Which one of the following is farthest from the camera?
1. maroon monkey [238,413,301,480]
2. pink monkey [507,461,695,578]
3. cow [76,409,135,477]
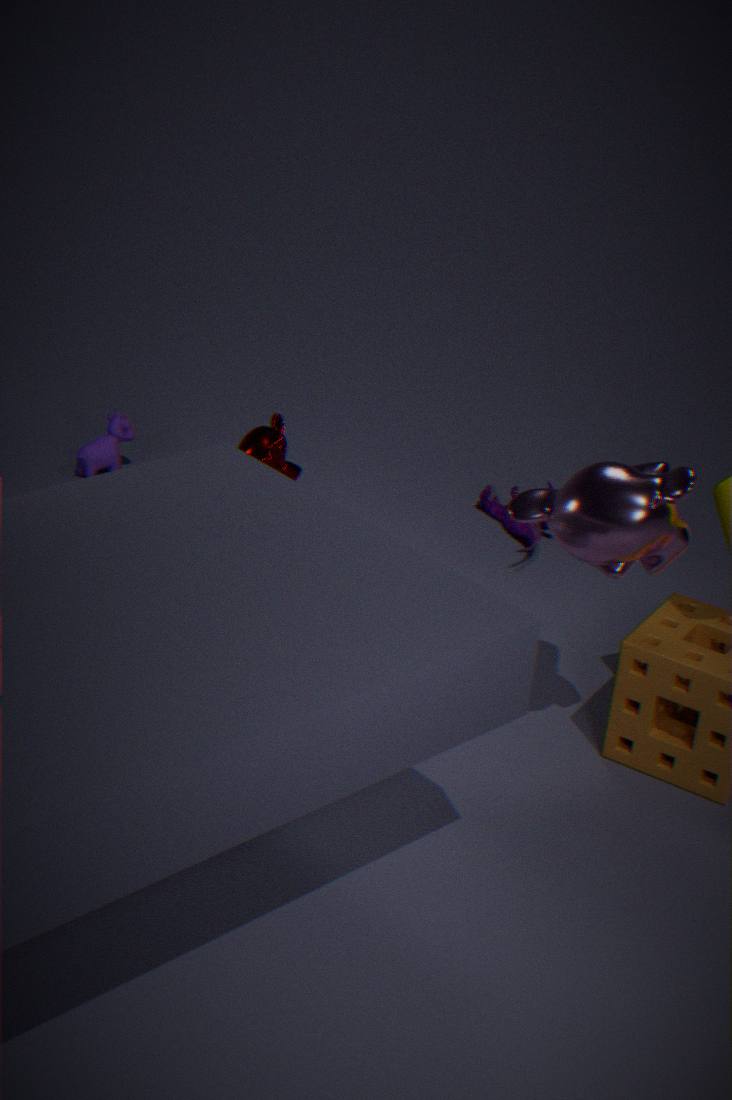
cow [76,409,135,477]
